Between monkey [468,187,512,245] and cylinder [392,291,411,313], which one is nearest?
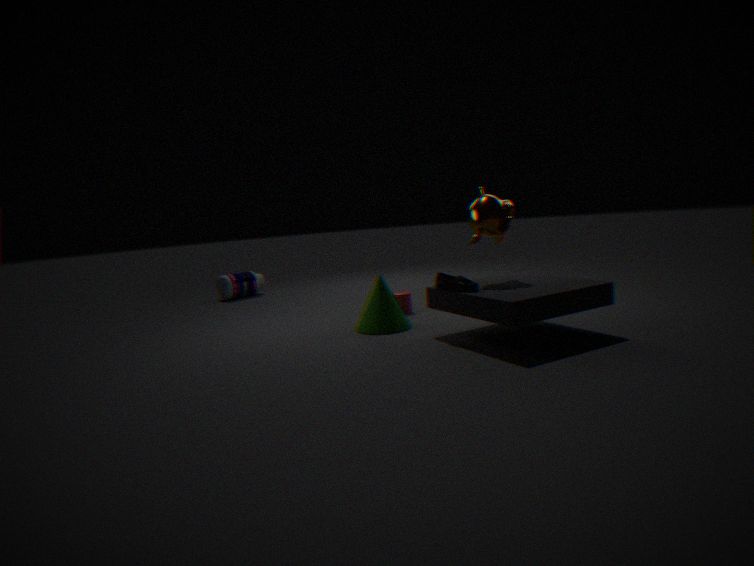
monkey [468,187,512,245]
